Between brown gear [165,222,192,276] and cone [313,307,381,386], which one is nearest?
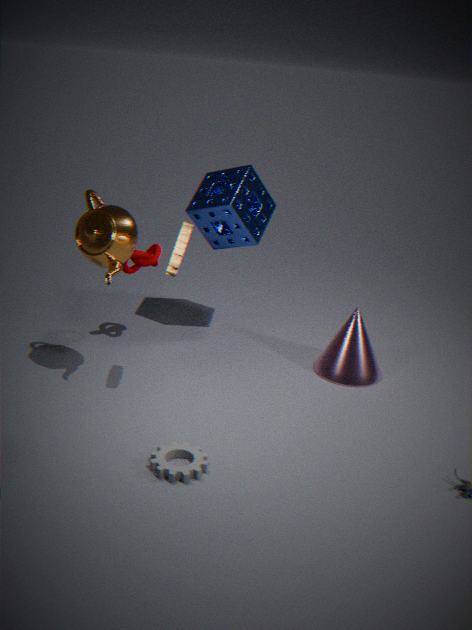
brown gear [165,222,192,276]
